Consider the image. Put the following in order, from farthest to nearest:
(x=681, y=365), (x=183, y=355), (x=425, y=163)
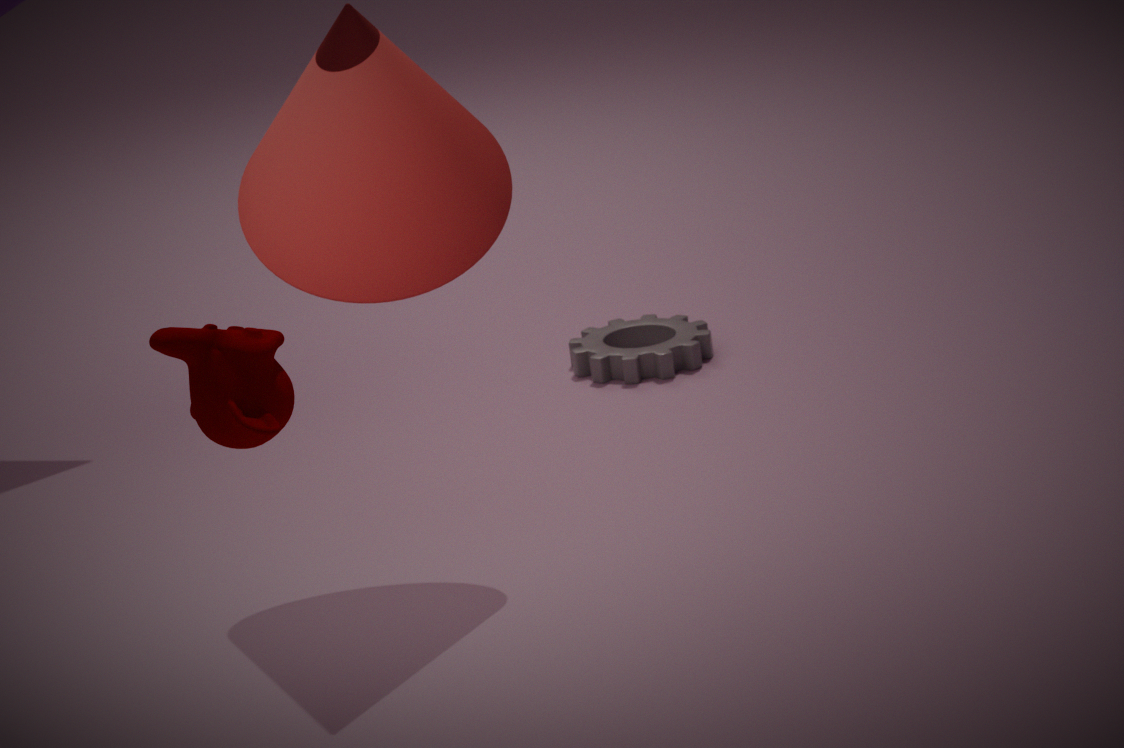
1. (x=681, y=365)
2. (x=425, y=163)
3. (x=183, y=355)
